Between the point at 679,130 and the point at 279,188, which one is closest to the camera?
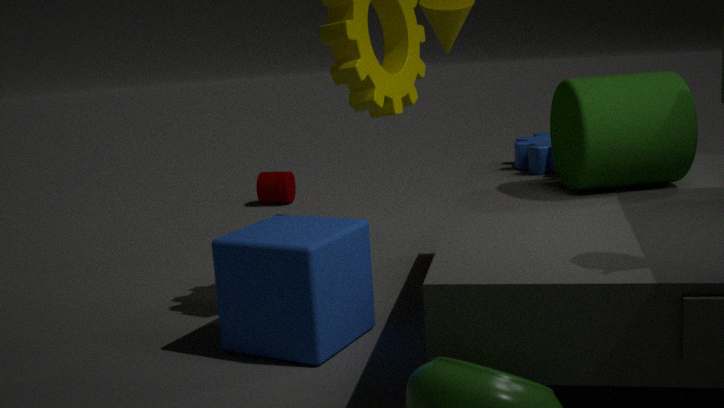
the point at 679,130
